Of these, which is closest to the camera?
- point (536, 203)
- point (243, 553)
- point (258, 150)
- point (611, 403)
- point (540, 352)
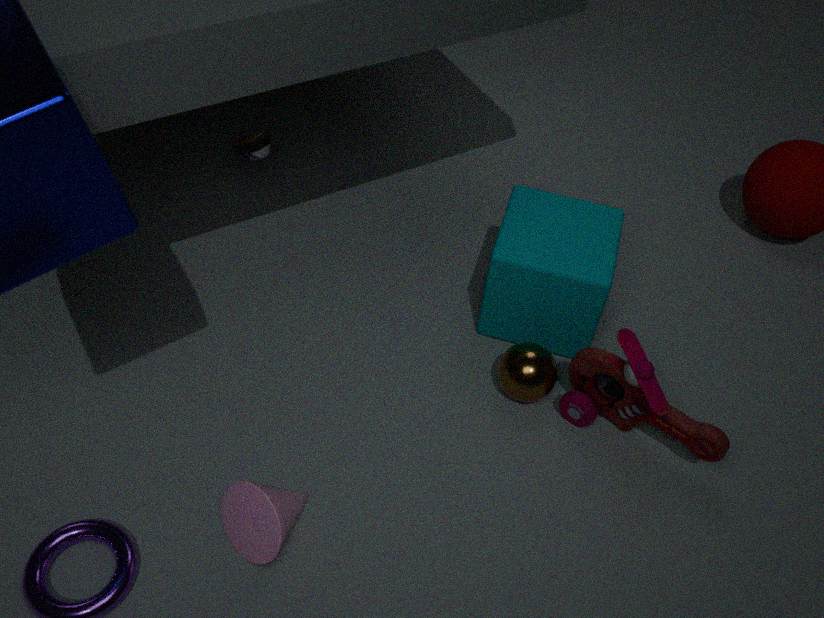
point (243, 553)
